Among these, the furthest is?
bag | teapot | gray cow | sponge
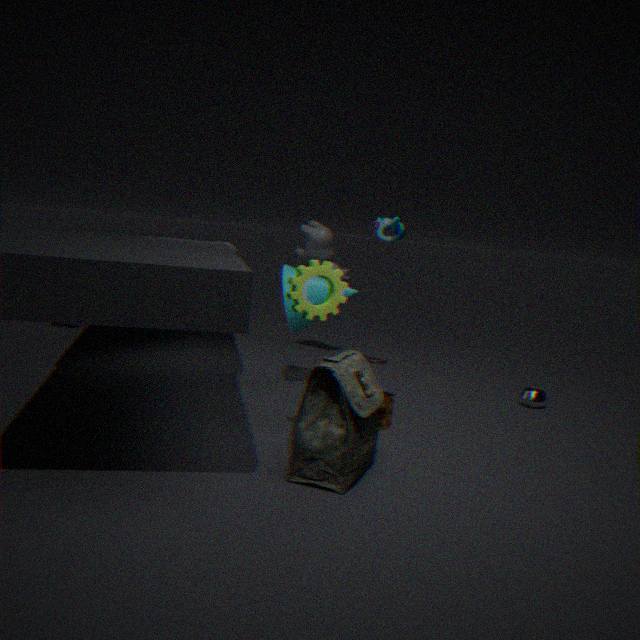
gray cow
